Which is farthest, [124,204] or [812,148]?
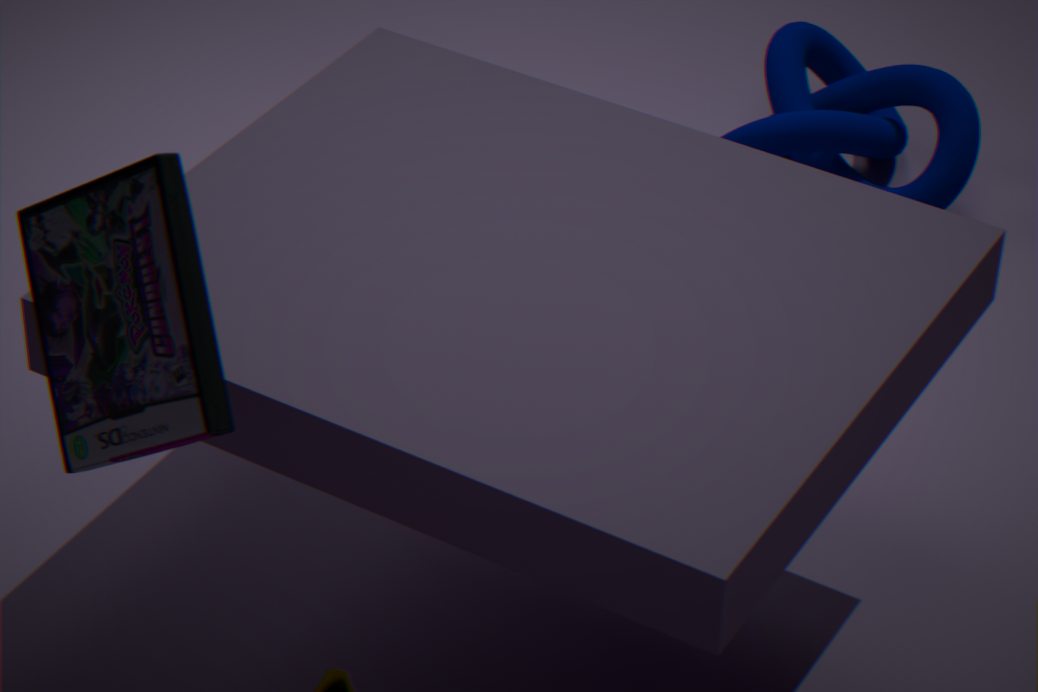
[812,148]
